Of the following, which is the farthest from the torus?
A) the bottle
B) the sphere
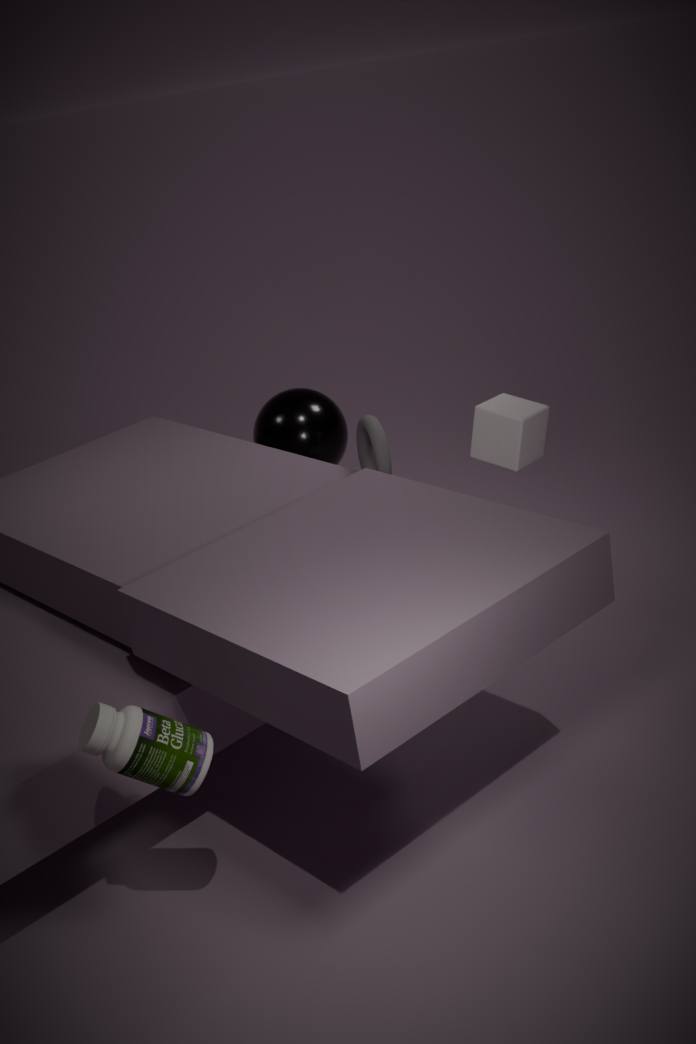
the bottle
